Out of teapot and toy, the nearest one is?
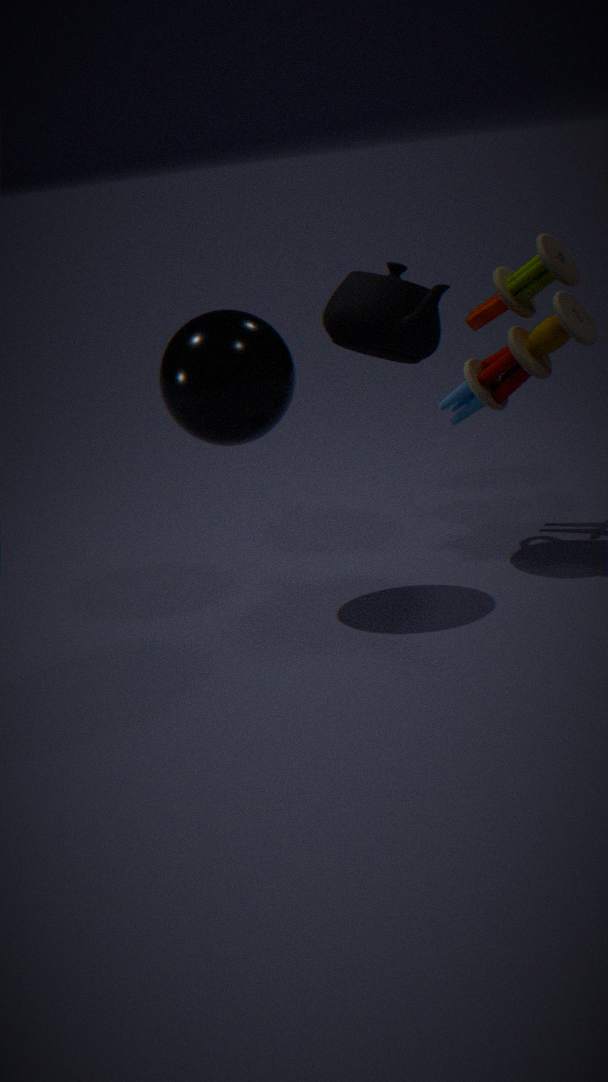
teapot
